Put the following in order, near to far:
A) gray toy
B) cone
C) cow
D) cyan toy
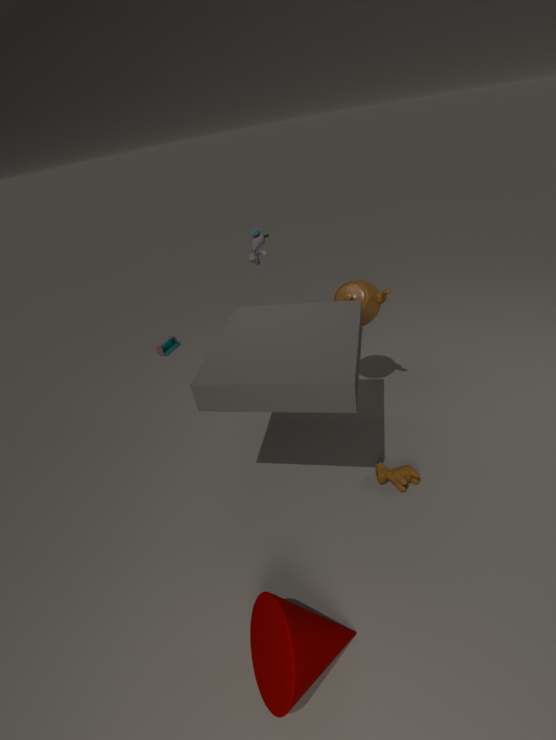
1. cone
2. cow
3. gray toy
4. cyan toy
